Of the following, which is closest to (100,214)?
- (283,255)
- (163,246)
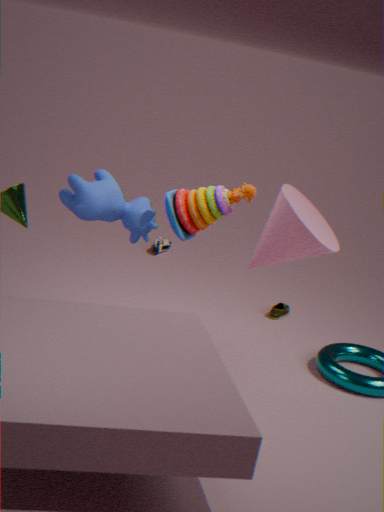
(283,255)
